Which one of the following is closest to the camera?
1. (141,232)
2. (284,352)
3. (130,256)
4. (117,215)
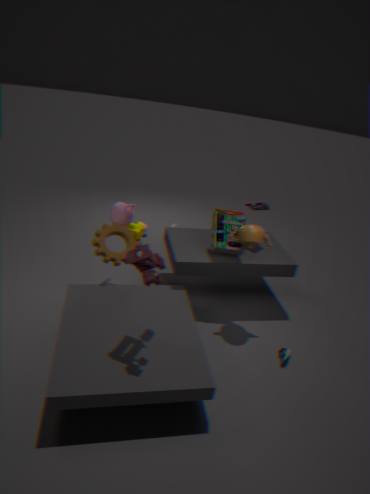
(130,256)
